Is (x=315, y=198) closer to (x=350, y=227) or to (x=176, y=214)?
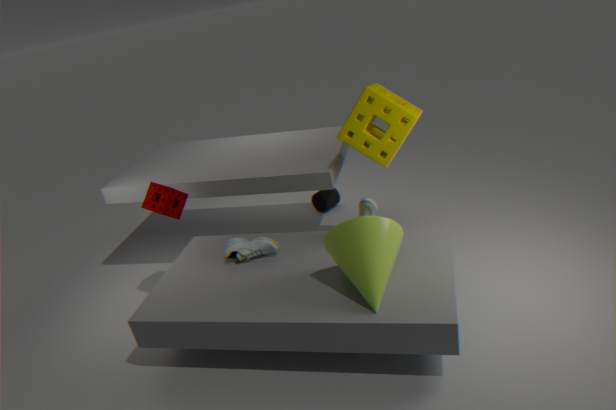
(x=176, y=214)
